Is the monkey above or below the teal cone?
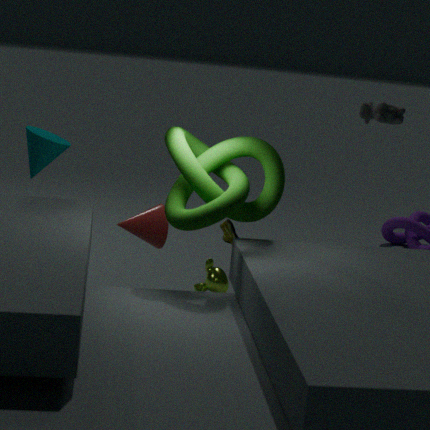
below
